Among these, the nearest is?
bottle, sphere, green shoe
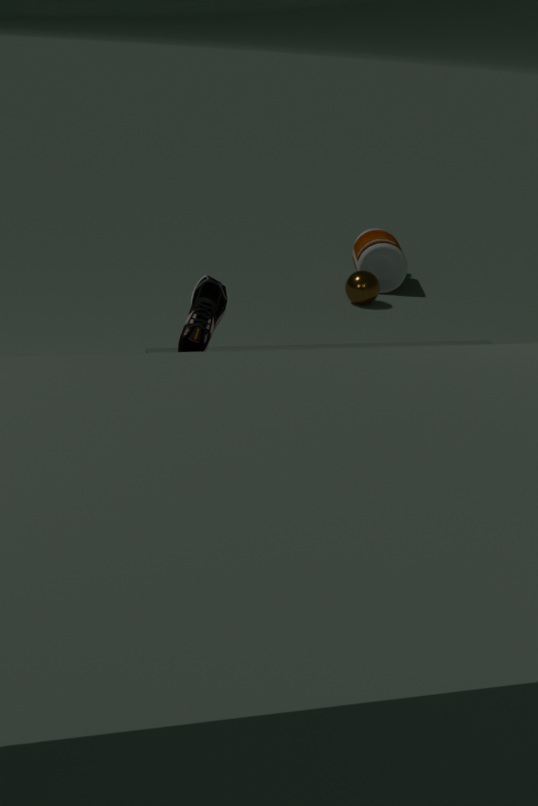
green shoe
